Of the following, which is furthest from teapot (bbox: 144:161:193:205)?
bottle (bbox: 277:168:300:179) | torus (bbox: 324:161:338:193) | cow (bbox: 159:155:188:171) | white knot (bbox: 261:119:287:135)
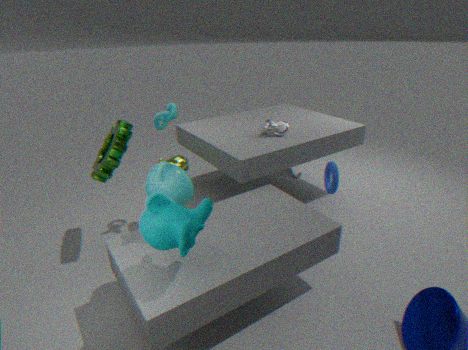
bottle (bbox: 277:168:300:179)
